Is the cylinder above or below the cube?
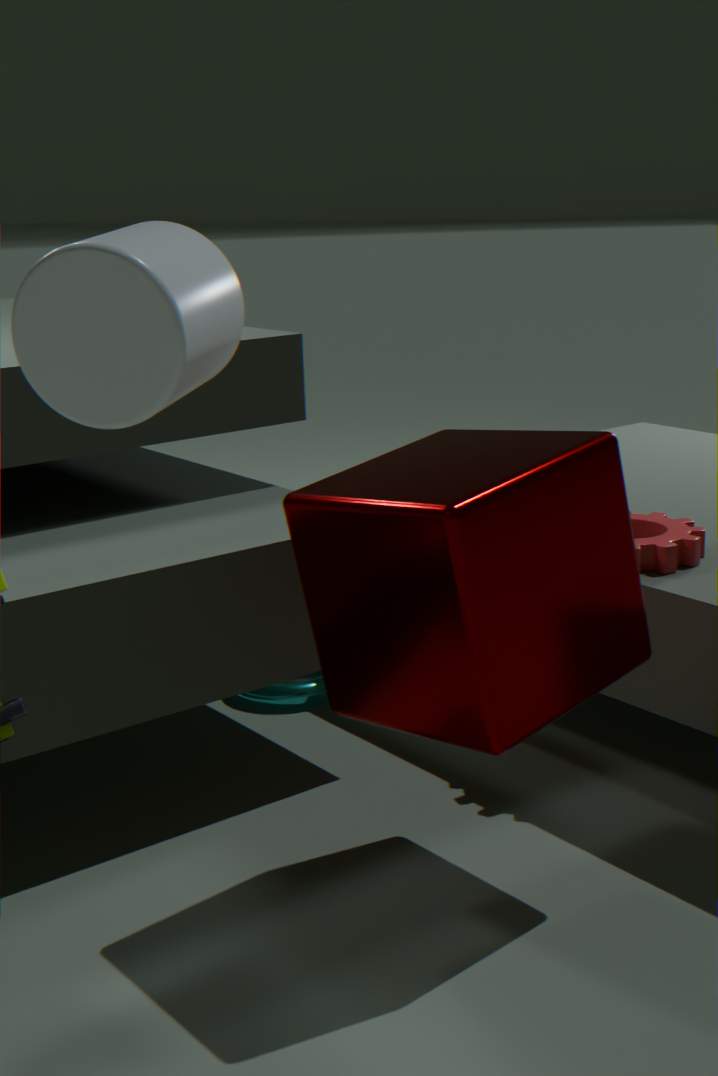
above
